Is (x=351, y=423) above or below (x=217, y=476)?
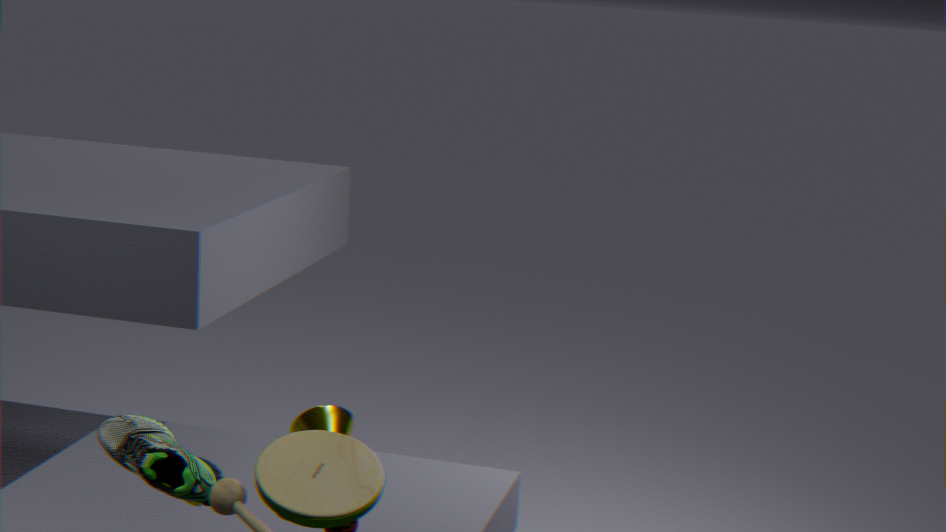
below
